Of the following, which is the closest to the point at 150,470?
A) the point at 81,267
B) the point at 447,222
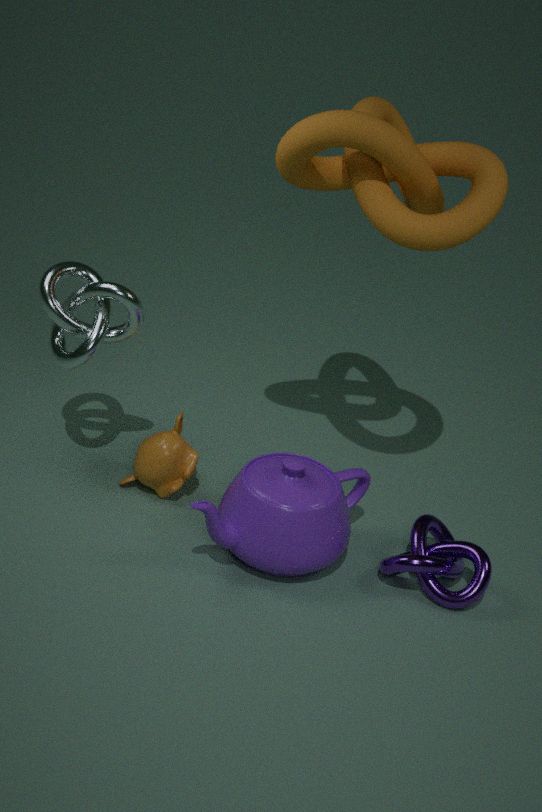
the point at 81,267
